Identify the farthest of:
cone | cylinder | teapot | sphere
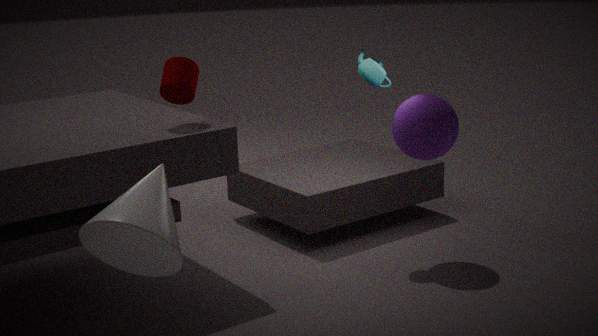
teapot
